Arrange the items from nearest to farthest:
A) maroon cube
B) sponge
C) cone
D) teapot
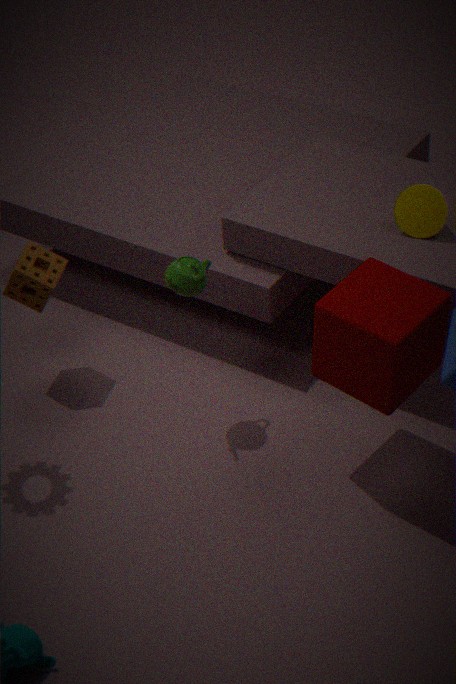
1. maroon cube
2. teapot
3. cone
4. sponge
